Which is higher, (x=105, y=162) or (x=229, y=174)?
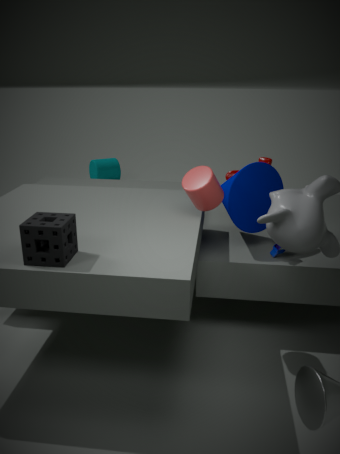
(x=229, y=174)
